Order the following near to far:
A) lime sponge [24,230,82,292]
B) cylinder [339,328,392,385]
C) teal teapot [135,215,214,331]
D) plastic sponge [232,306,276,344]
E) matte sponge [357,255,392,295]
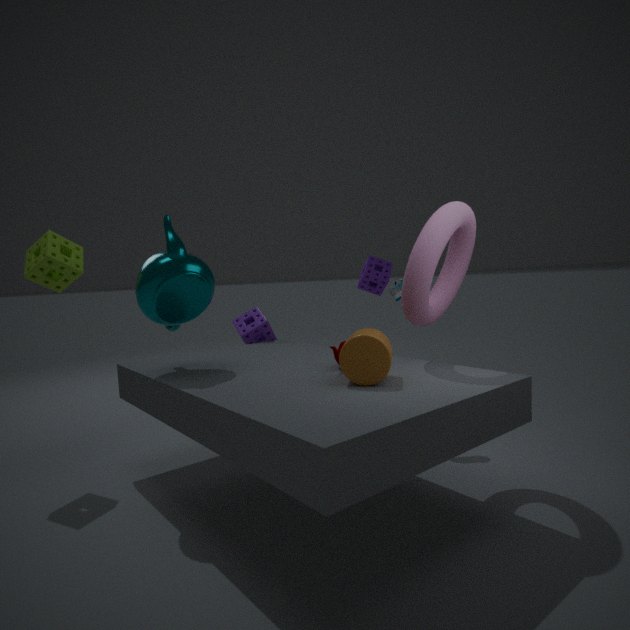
cylinder [339,328,392,385], teal teapot [135,215,214,331], lime sponge [24,230,82,292], plastic sponge [232,306,276,344], matte sponge [357,255,392,295]
